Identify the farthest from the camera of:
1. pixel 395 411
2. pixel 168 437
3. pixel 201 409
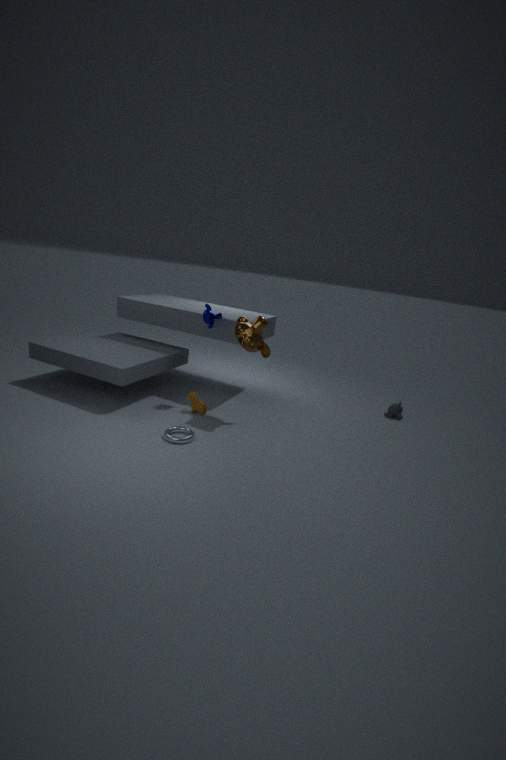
pixel 395 411
